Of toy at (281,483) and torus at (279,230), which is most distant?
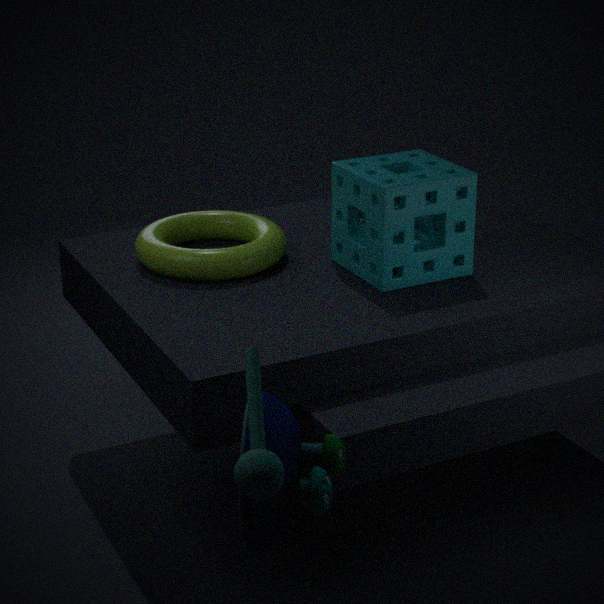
torus at (279,230)
